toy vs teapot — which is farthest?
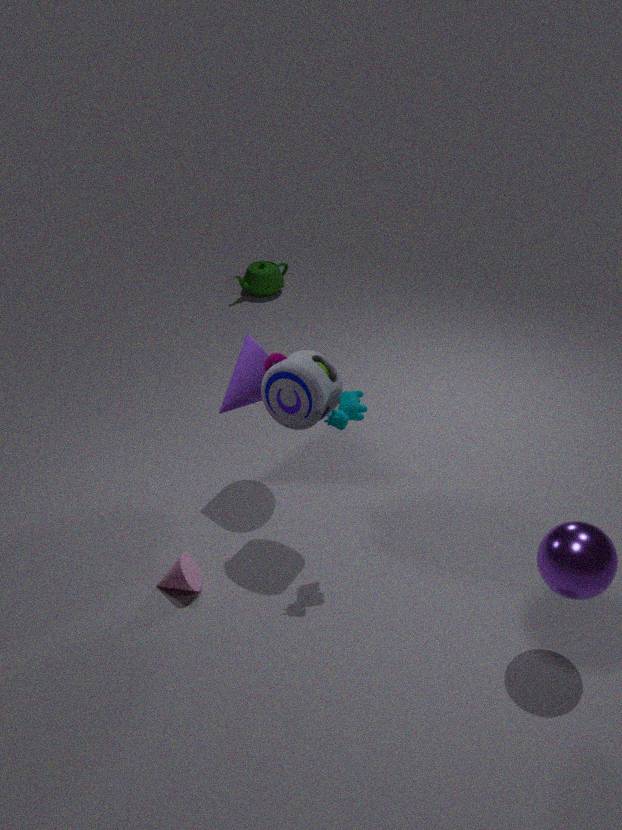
teapot
